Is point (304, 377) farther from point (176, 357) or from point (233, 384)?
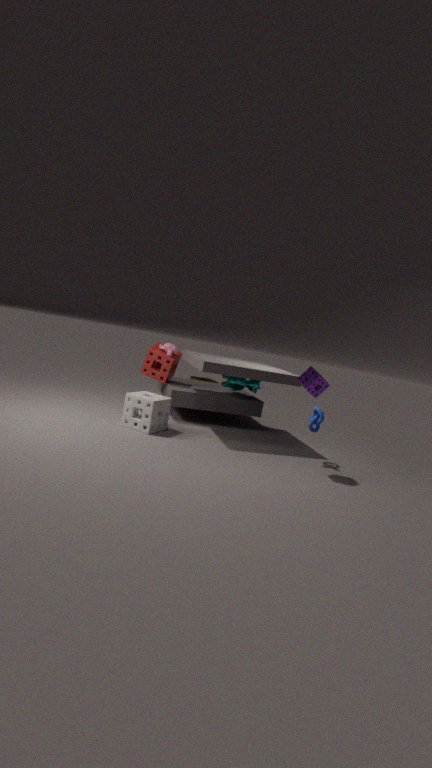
point (176, 357)
